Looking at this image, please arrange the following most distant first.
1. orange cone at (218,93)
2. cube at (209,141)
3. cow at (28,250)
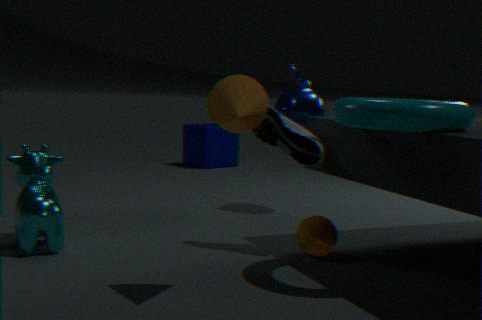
1. cube at (209,141)
2. cow at (28,250)
3. orange cone at (218,93)
